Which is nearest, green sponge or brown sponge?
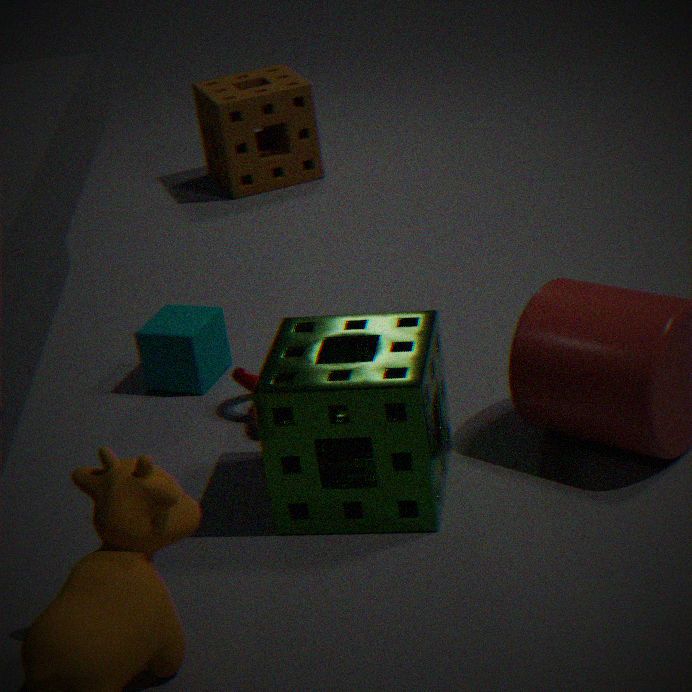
green sponge
